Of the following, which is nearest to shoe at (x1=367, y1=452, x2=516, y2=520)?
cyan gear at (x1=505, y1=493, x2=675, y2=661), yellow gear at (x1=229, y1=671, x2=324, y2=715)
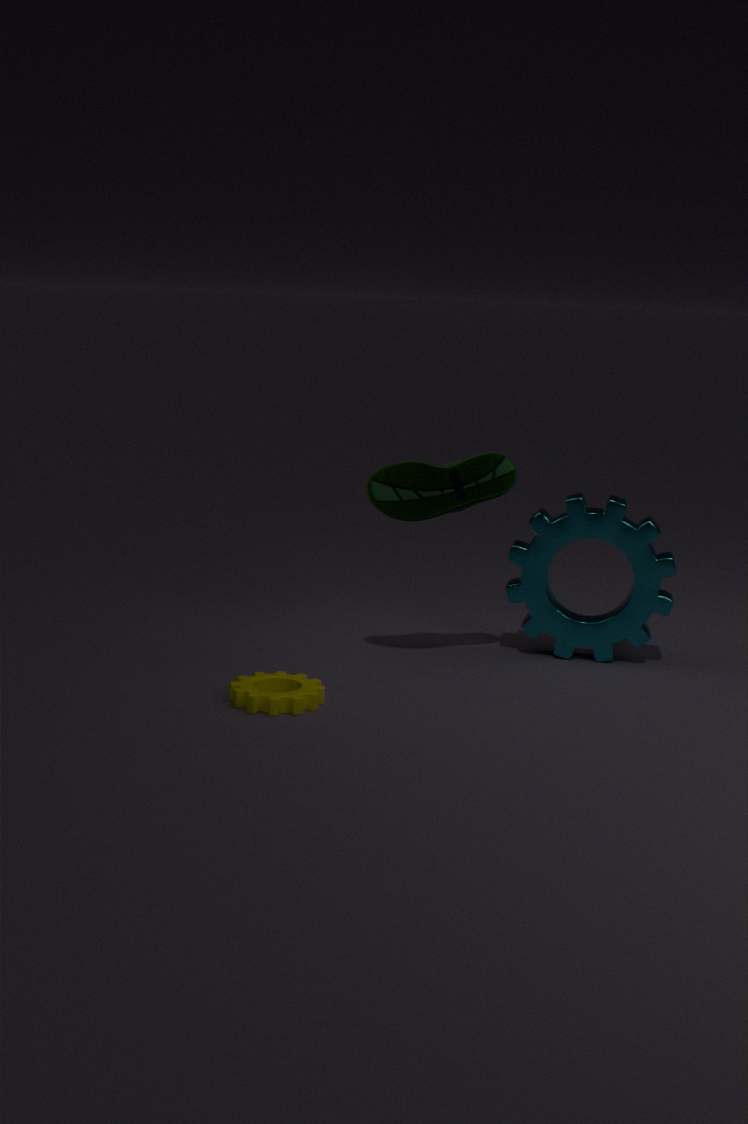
cyan gear at (x1=505, y1=493, x2=675, y2=661)
